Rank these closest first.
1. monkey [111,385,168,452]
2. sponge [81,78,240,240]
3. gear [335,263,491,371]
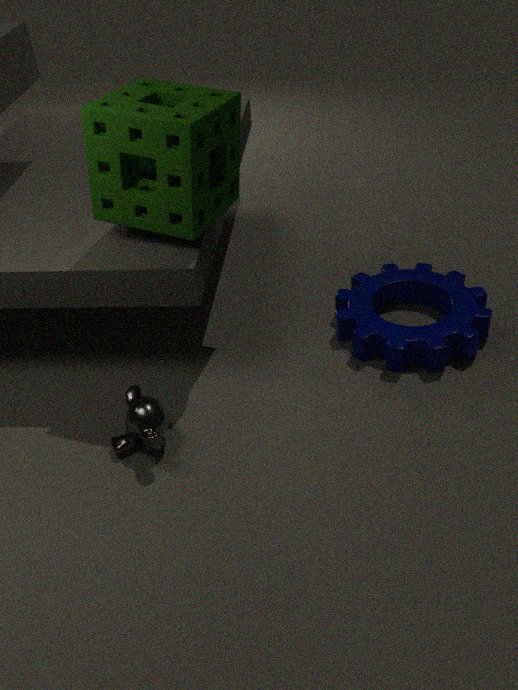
sponge [81,78,240,240]
monkey [111,385,168,452]
gear [335,263,491,371]
